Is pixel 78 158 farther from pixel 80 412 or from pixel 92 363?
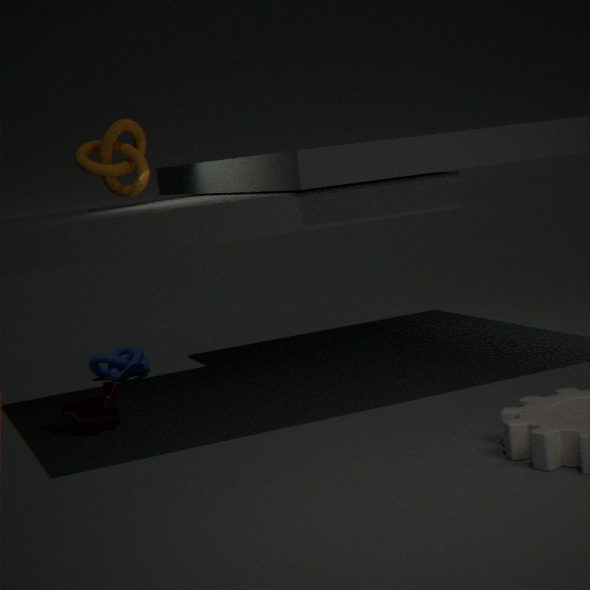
pixel 92 363
